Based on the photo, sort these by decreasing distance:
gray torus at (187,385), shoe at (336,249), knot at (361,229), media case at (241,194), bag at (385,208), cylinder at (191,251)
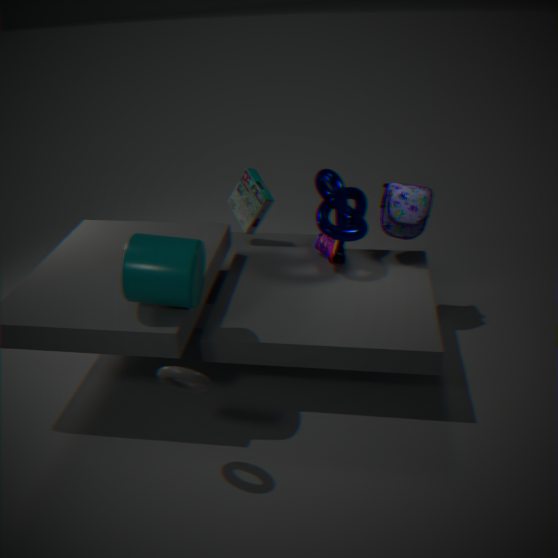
1. media case at (241,194)
2. shoe at (336,249)
3. bag at (385,208)
4. knot at (361,229)
5. cylinder at (191,251)
6. gray torus at (187,385)
